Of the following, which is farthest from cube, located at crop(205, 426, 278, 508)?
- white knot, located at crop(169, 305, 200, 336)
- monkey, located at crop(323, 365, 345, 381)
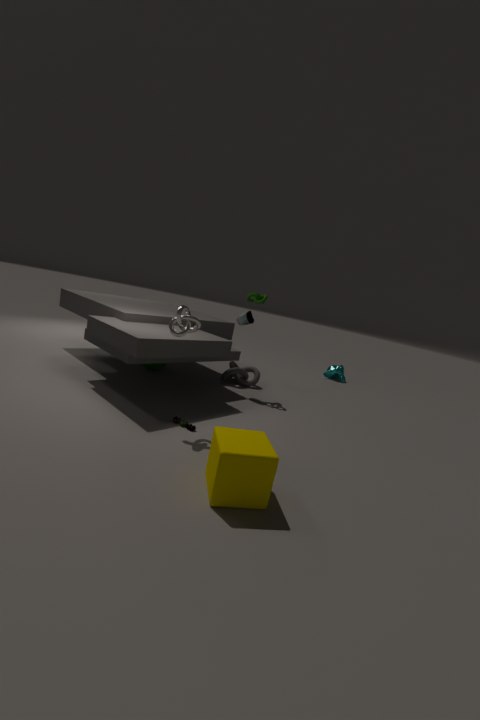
monkey, located at crop(323, 365, 345, 381)
